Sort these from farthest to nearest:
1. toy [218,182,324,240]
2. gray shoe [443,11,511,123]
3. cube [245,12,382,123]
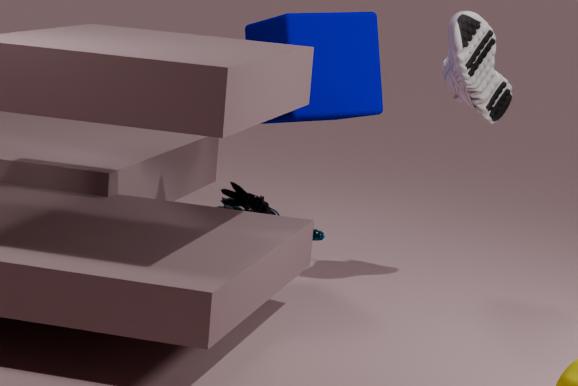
toy [218,182,324,240] < gray shoe [443,11,511,123] < cube [245,12,382,123]
